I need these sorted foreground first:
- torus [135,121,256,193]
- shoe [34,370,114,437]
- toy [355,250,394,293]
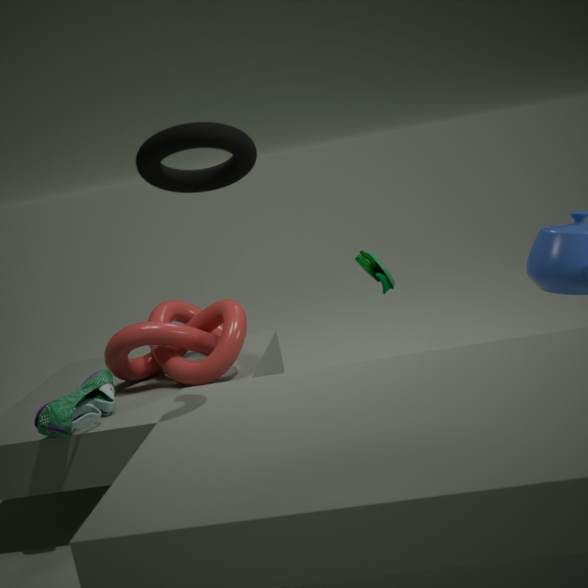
1. torus [135,121,256,193]
2. shoe [34,370,114,437]
3. toy [355,250,394,293]
